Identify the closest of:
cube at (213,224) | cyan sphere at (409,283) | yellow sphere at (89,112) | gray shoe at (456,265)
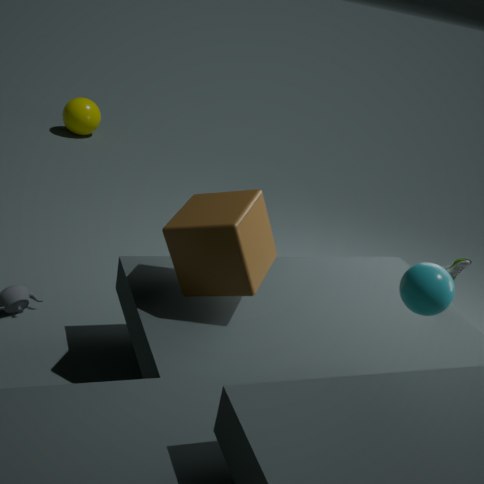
cyan sphere at (409,283)
